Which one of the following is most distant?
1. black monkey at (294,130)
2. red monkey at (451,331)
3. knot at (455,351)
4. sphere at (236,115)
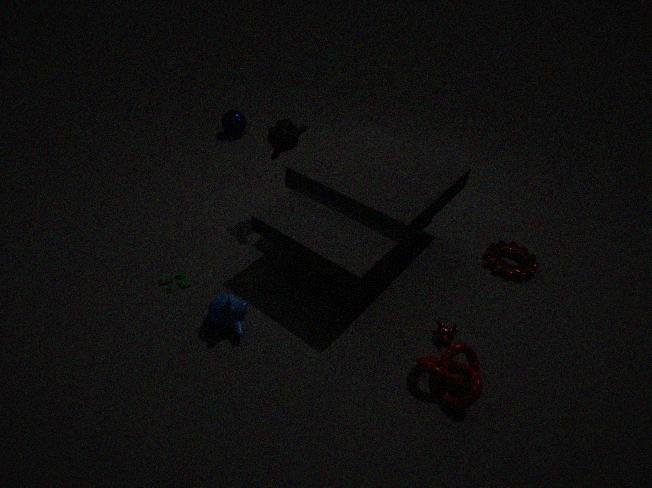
sphere at (236,115)
